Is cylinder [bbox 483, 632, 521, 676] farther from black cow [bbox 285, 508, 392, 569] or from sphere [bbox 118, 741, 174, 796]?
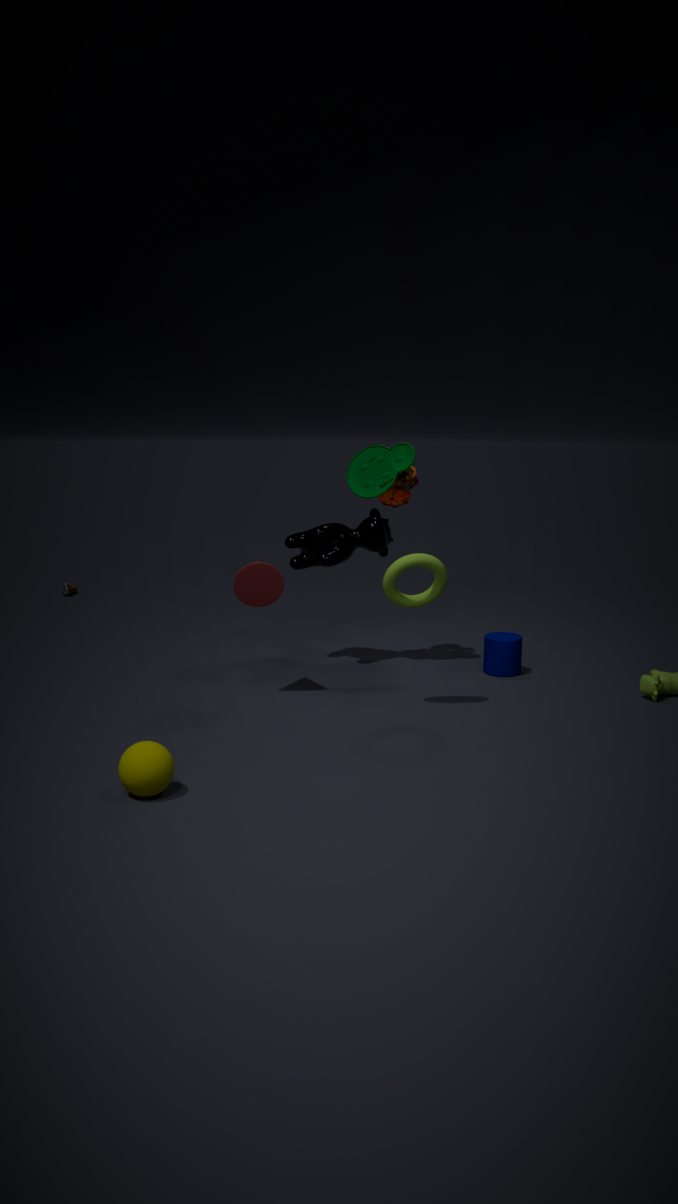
sphere [bbox 118, 741, 174, 796]
